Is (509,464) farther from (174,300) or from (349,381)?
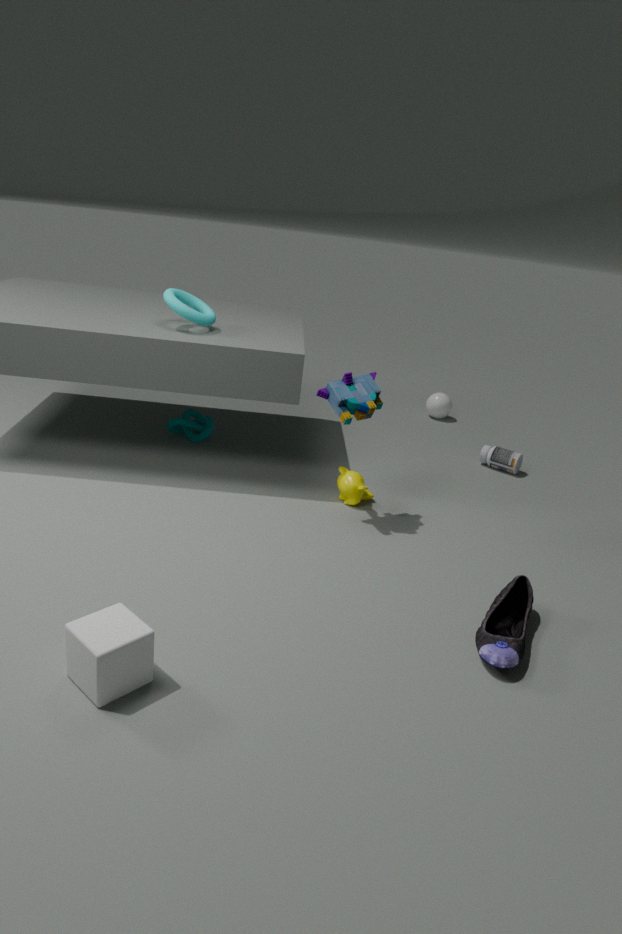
(174,300)
